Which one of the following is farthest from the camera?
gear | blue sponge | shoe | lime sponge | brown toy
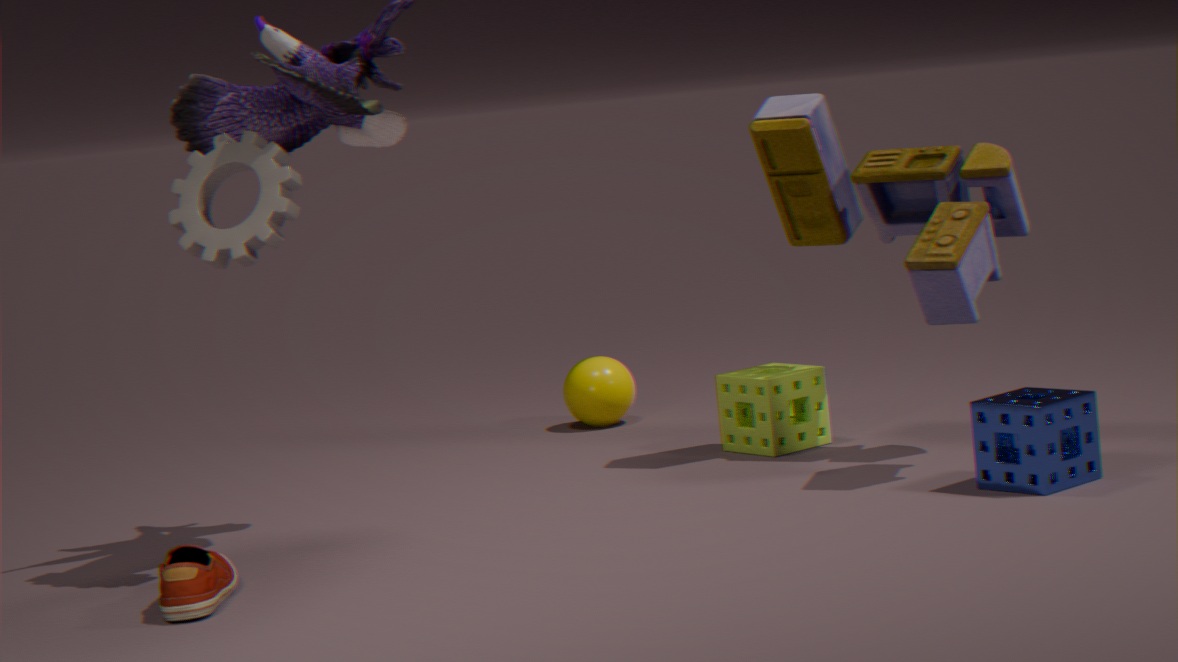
lime sponge
